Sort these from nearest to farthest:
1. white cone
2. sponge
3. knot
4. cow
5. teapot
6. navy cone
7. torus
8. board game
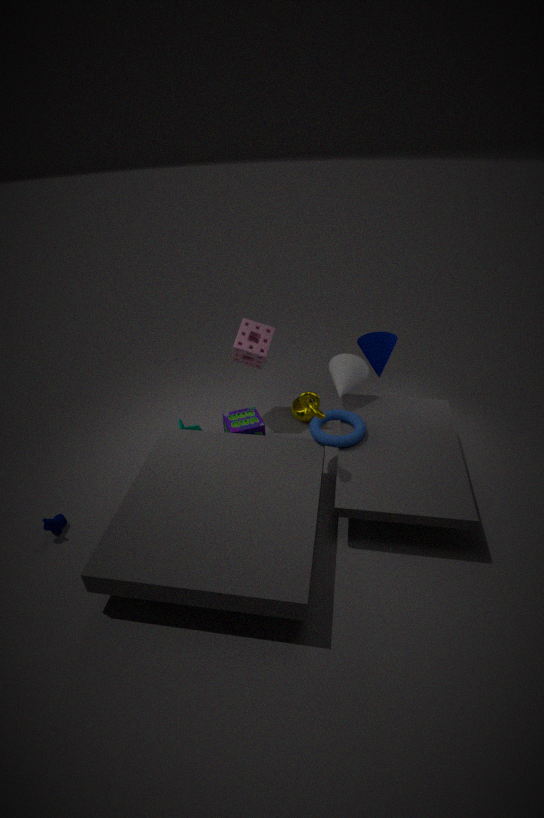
knot
cow
torus
board game
white cone
sponge
navy cone
teapot
